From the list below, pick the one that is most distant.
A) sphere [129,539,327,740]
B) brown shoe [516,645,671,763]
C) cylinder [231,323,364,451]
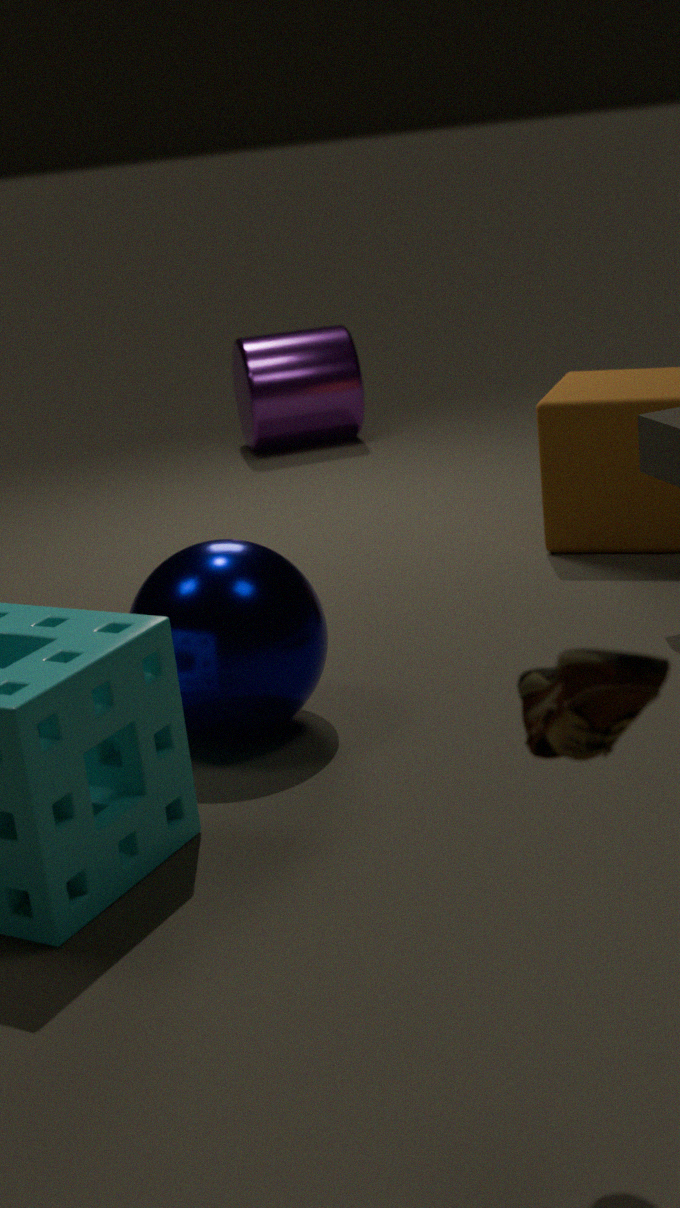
cylinder [231,323,364,451]
